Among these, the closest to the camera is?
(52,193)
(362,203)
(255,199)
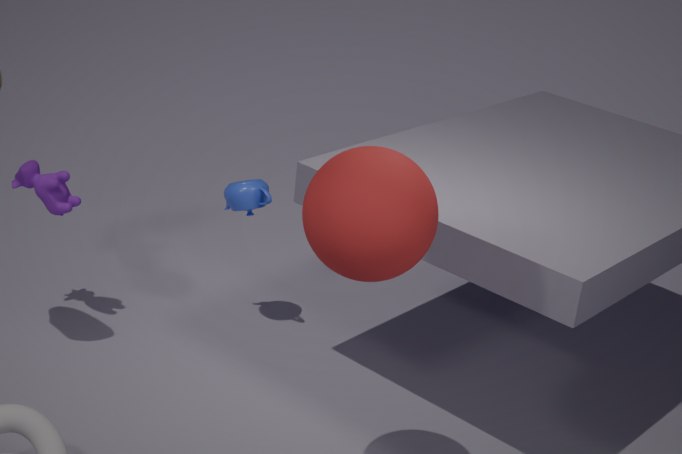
(362,203)
